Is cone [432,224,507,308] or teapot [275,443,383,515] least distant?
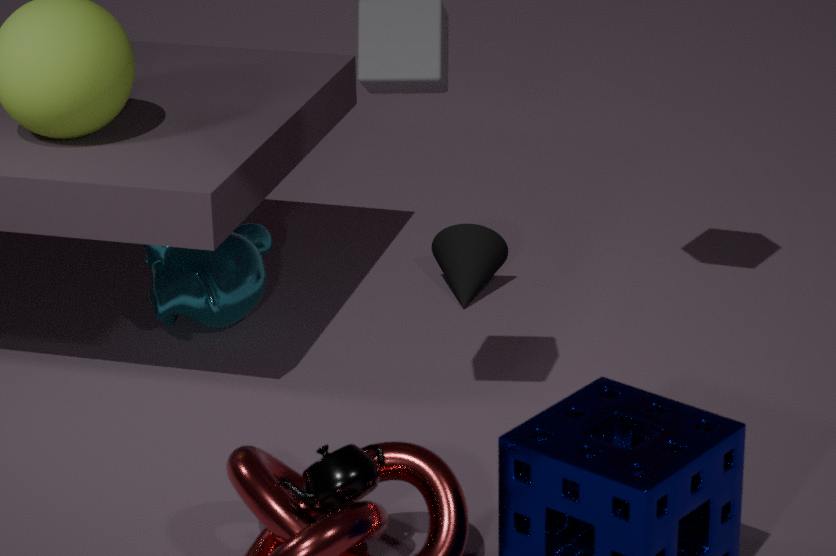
teapot [275,443,383,515]
